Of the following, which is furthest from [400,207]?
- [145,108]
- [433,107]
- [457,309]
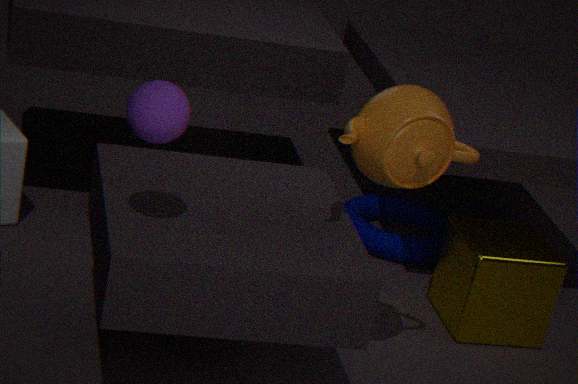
[145,108]
